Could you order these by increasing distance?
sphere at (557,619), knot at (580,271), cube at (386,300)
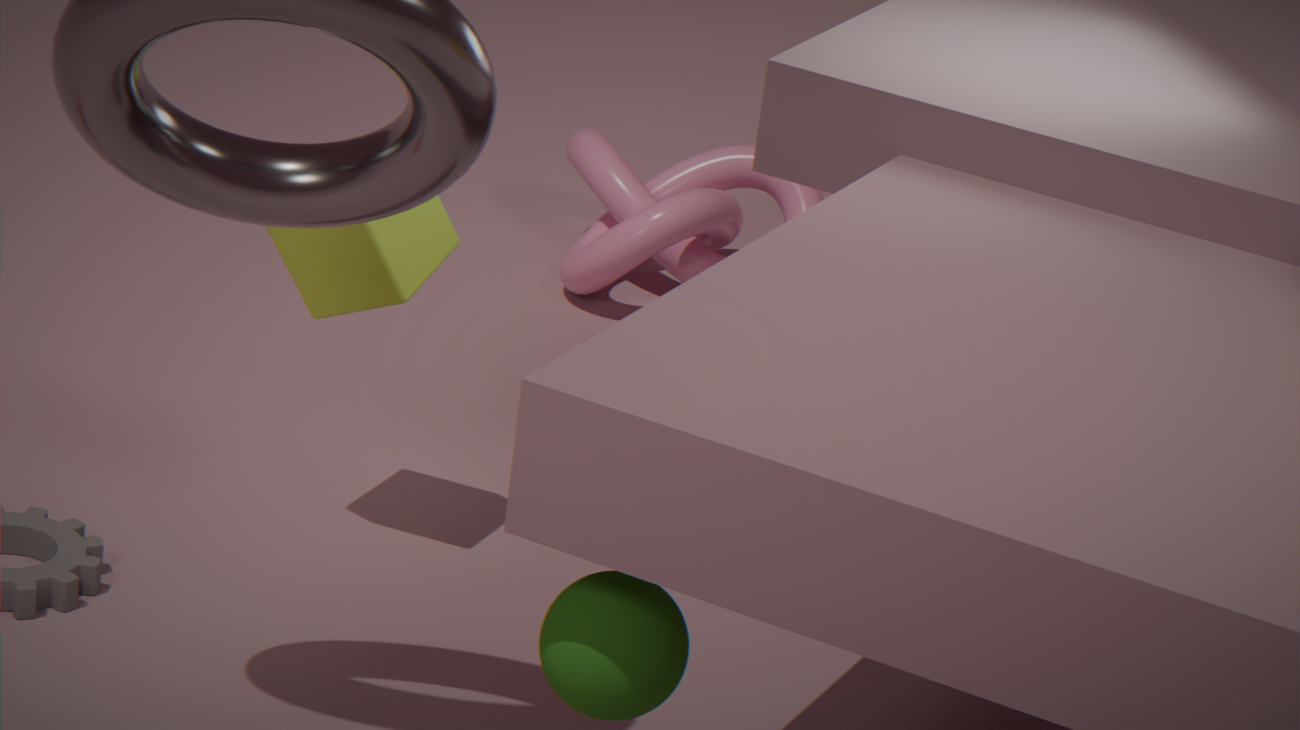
sphere at (557,619)
cube at (386,300)
knot at (580,271)
